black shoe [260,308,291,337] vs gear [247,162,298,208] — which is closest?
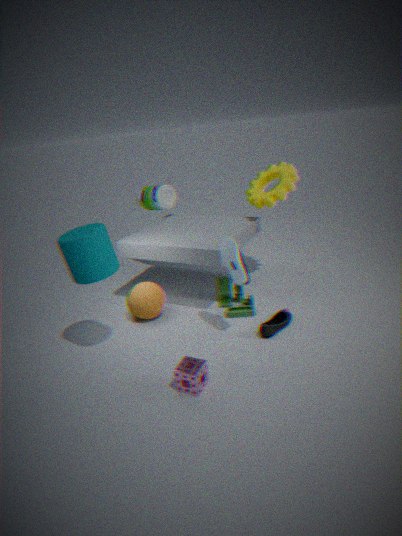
black shoe [260,308,291,337]
